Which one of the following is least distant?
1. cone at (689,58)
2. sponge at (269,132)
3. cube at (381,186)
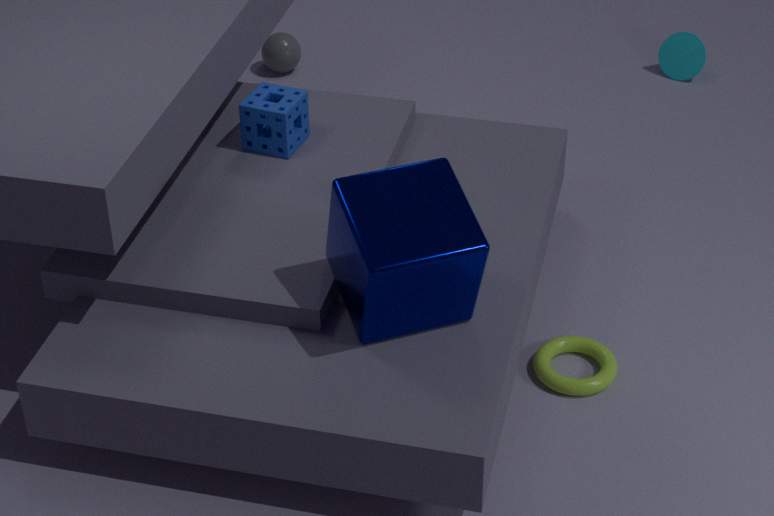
cube at (381,186)
